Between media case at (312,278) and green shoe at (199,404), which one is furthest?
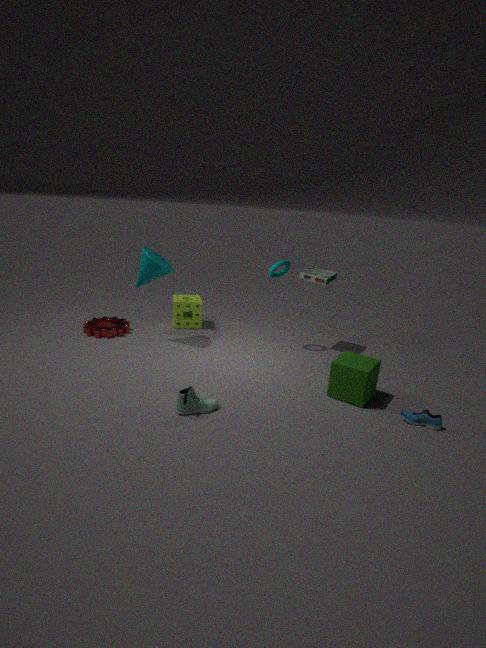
media case at (312,278)
